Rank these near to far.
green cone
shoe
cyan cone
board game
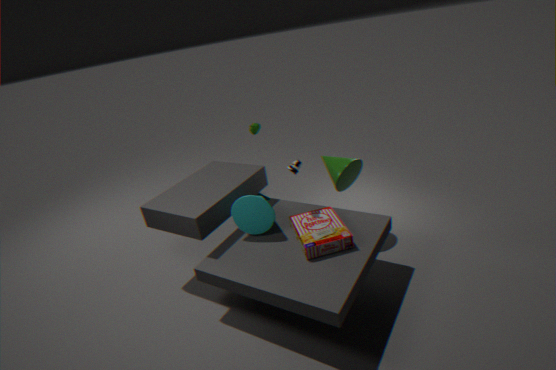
1. board game
2. cyan cone
3. shoe
4. green cone
